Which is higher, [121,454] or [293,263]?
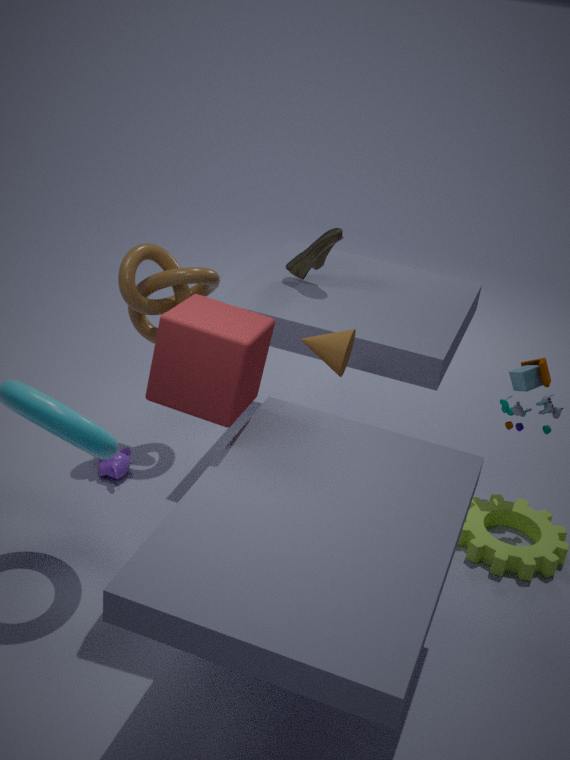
[293,263]
